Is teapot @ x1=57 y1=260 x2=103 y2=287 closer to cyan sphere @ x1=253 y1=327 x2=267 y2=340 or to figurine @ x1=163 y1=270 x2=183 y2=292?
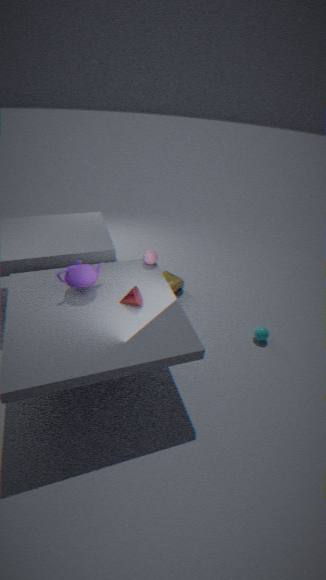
figurine @ x1=163 y1=270 x2=183 y2=292
